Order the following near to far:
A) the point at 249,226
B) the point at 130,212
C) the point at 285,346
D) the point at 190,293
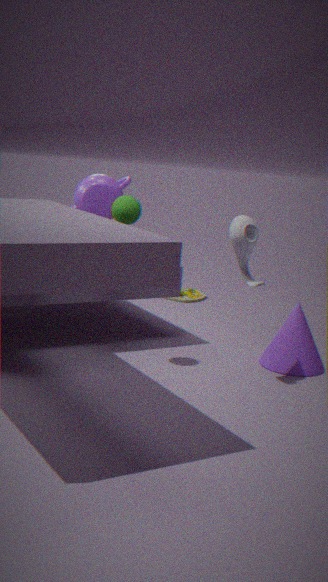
1. the point at 249,226
2. the point at 130,212
3. the point at 285,346
4. the point at 190,293
